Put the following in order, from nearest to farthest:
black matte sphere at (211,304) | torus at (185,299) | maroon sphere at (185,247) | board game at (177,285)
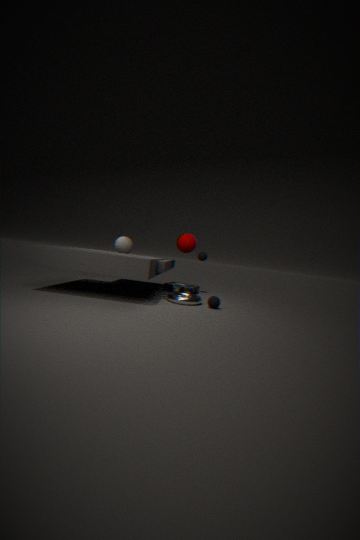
black matte sphere at (211,304), torus at (185,299), maroon sphere at (185,247), board game at (177,285)
